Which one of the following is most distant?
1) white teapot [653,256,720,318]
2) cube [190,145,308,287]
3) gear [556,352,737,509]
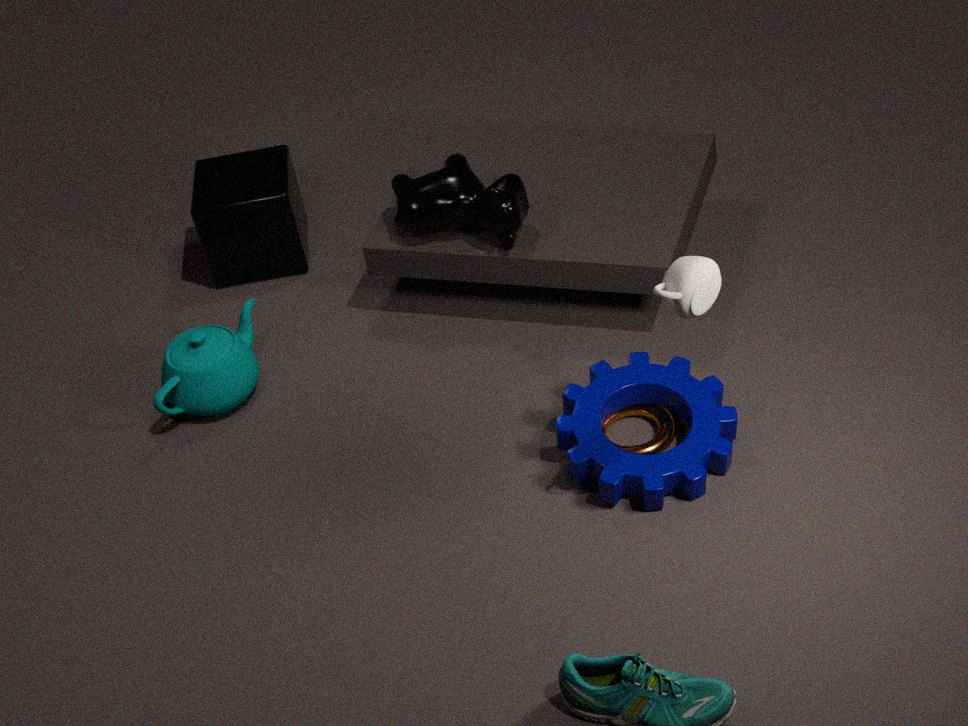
2. cube [190,145,308,287]
